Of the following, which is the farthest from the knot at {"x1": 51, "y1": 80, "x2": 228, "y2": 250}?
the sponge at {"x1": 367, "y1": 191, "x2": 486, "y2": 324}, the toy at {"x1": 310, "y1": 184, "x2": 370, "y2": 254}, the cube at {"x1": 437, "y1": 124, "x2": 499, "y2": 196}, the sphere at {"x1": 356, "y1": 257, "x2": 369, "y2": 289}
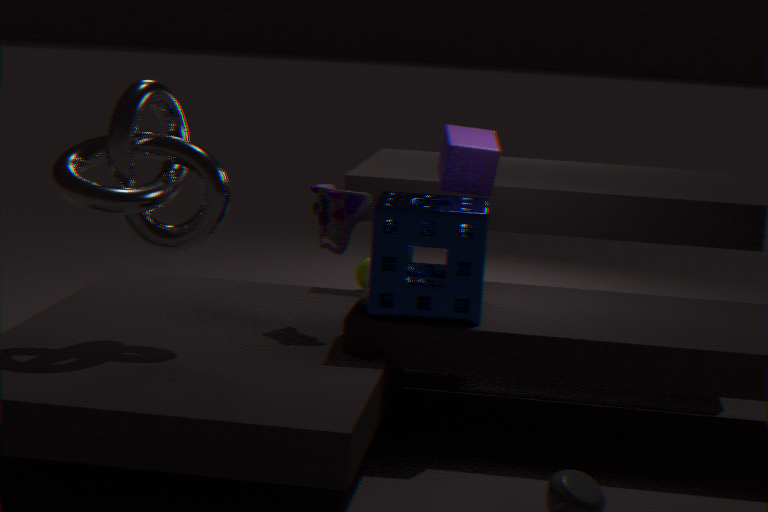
the sphere at {"x1": 356, "y1": 257, "x2": 369, "y2": 289}
